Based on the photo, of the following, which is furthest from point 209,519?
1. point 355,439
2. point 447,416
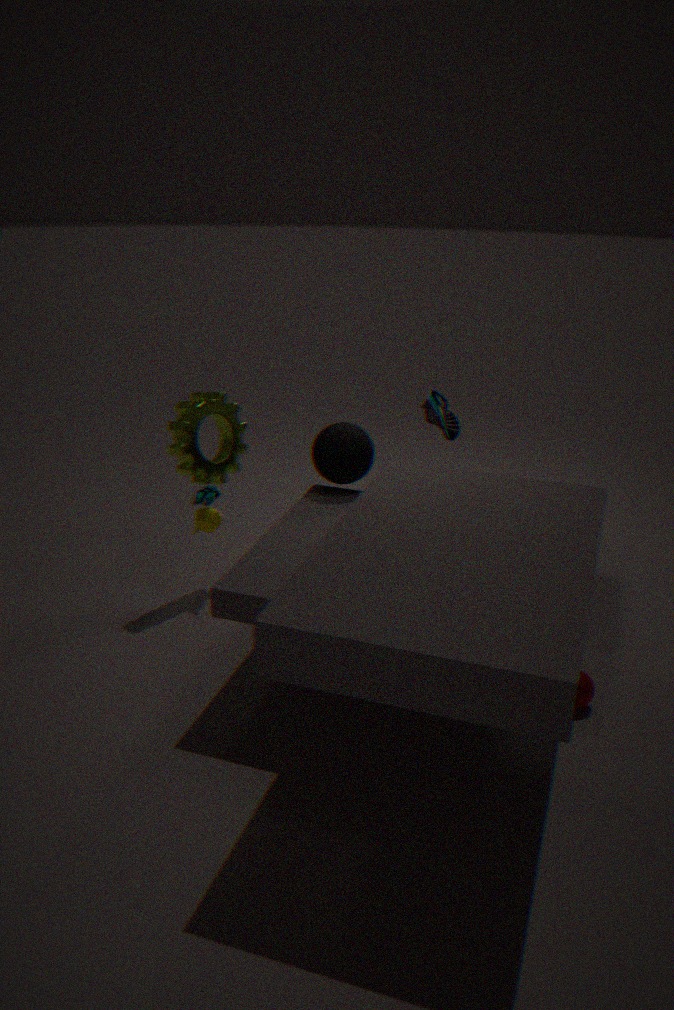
point 447,416
